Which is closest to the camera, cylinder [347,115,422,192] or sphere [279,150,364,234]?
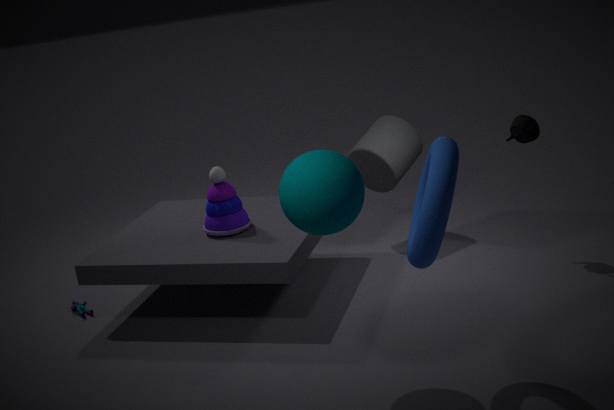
sphere [279,150,364,234]
